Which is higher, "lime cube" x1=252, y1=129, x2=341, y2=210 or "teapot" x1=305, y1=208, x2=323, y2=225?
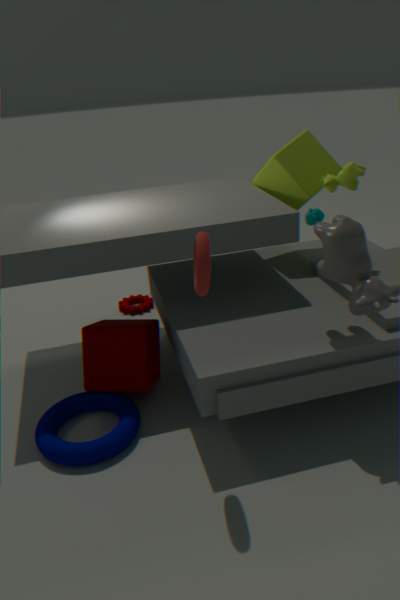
"lime cube" x1=252, y1=129, x2=341, y2=210
